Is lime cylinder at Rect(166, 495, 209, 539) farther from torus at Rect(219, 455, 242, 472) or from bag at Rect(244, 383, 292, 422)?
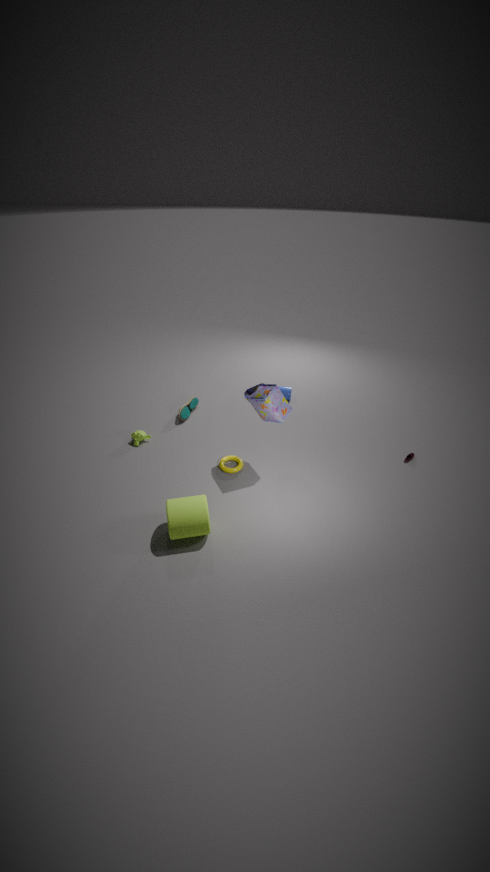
bag at Rect(244, 383, 292, 422)
